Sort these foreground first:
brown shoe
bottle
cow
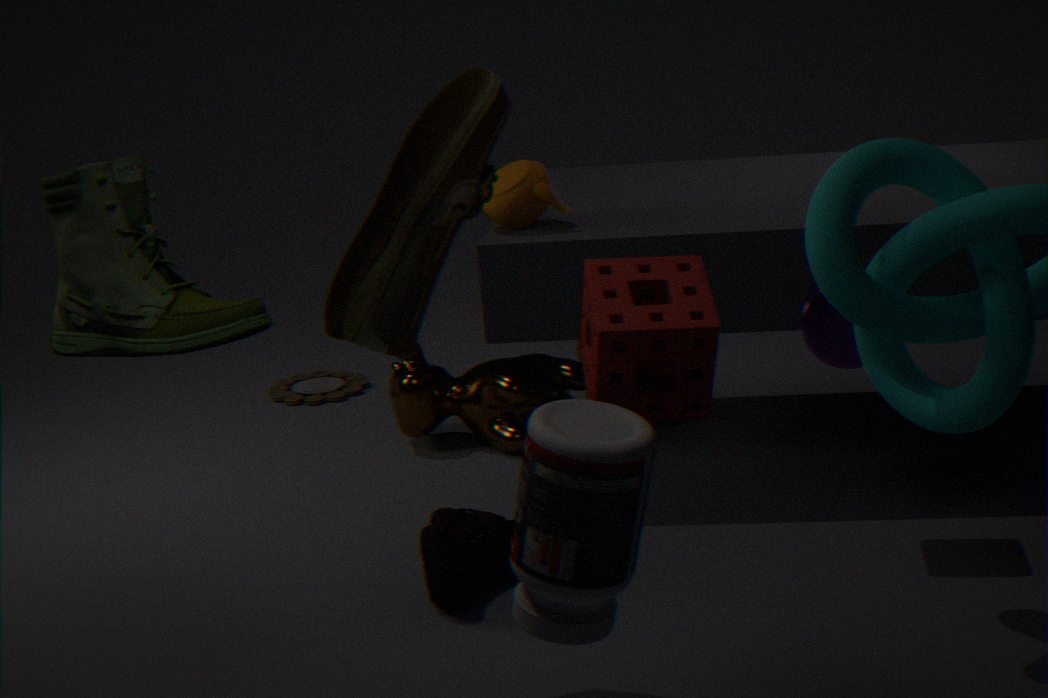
bottle < brown shoe < cow
